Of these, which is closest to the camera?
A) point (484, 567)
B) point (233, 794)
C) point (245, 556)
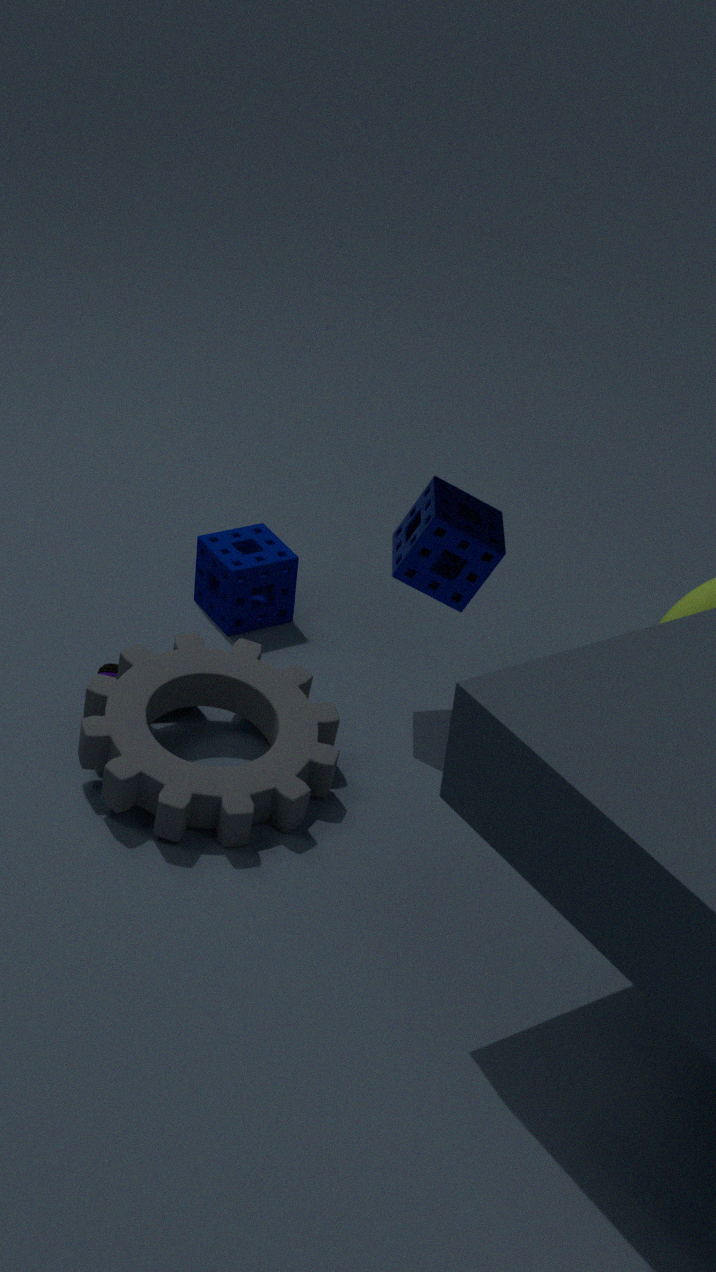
point (233, 794)
